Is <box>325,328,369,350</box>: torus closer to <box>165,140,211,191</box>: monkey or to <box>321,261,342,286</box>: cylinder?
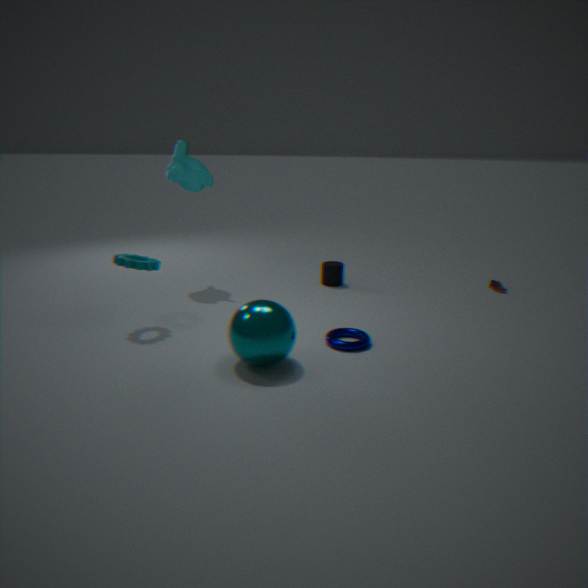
<box>321,261,342,286</box>: cylinder
